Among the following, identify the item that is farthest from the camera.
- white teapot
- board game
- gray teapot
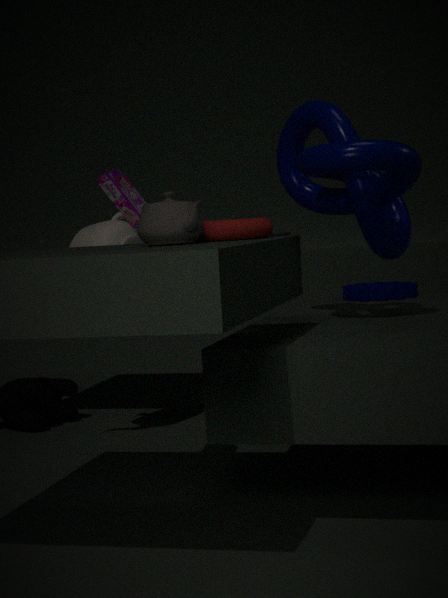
white teapot
